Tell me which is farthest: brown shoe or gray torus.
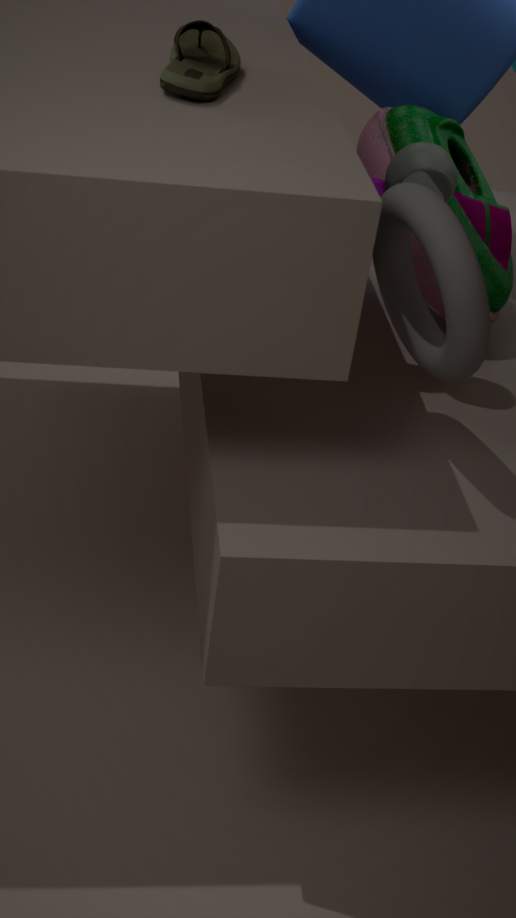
brown shoe
